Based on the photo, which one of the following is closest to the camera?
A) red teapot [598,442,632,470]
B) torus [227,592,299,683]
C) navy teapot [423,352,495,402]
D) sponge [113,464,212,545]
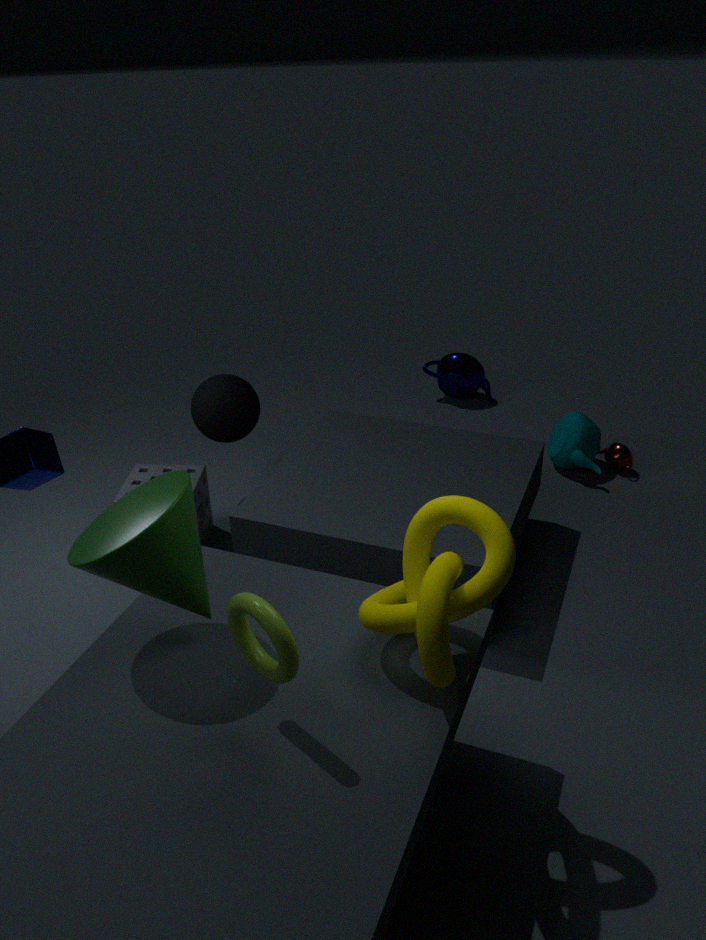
torus [227,592,299,683]
